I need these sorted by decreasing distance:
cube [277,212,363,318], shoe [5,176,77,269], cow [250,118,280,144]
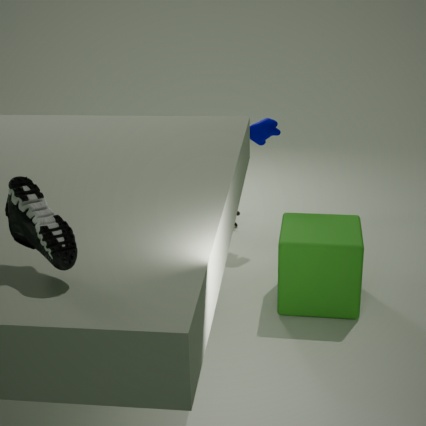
cow [250,118,280,144] → cube [277,212,363,318] → shoe [5,176,77,269]
